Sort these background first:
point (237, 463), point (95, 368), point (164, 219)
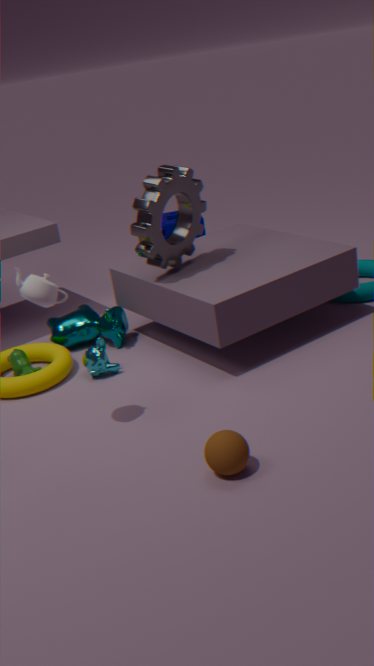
point (164, 219) < point (95, 368) < point (237, 463)
